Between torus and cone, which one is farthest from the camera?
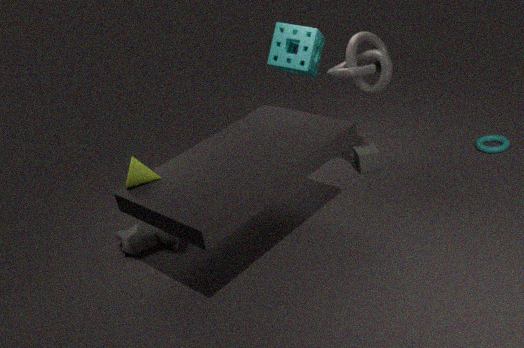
torus
